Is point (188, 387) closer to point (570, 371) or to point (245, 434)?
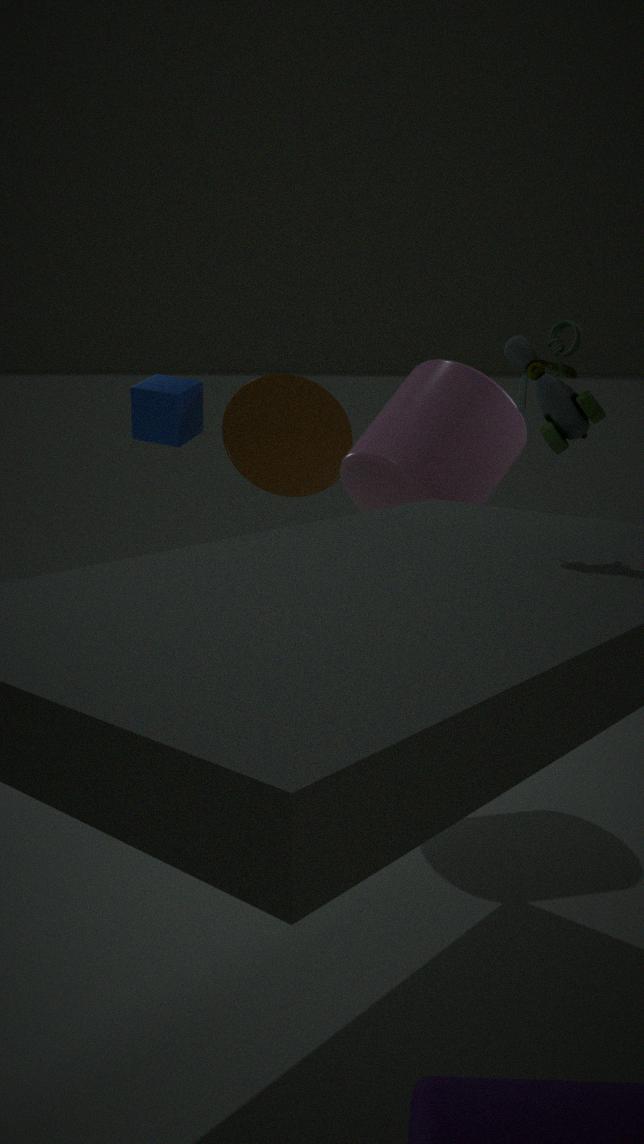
point (245, 434)
